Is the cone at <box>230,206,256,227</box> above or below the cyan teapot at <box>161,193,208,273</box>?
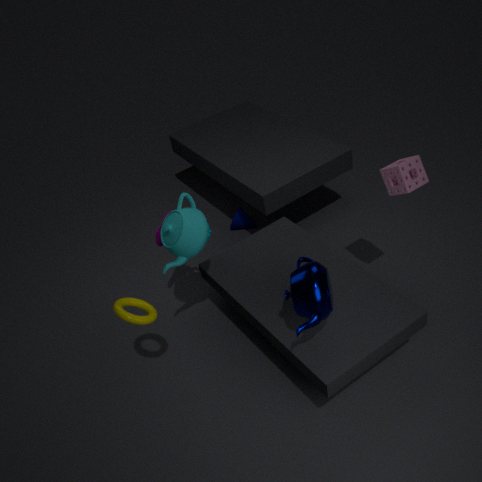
below
